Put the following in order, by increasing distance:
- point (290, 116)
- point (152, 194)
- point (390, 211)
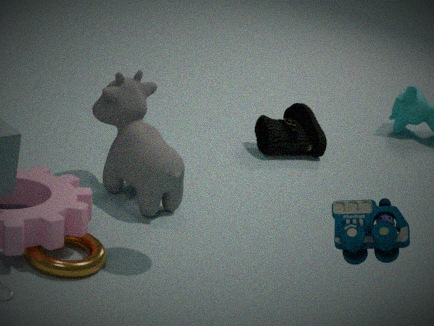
1. point (390, 211)
2. point (152, 194)
3. point (290, 116)
